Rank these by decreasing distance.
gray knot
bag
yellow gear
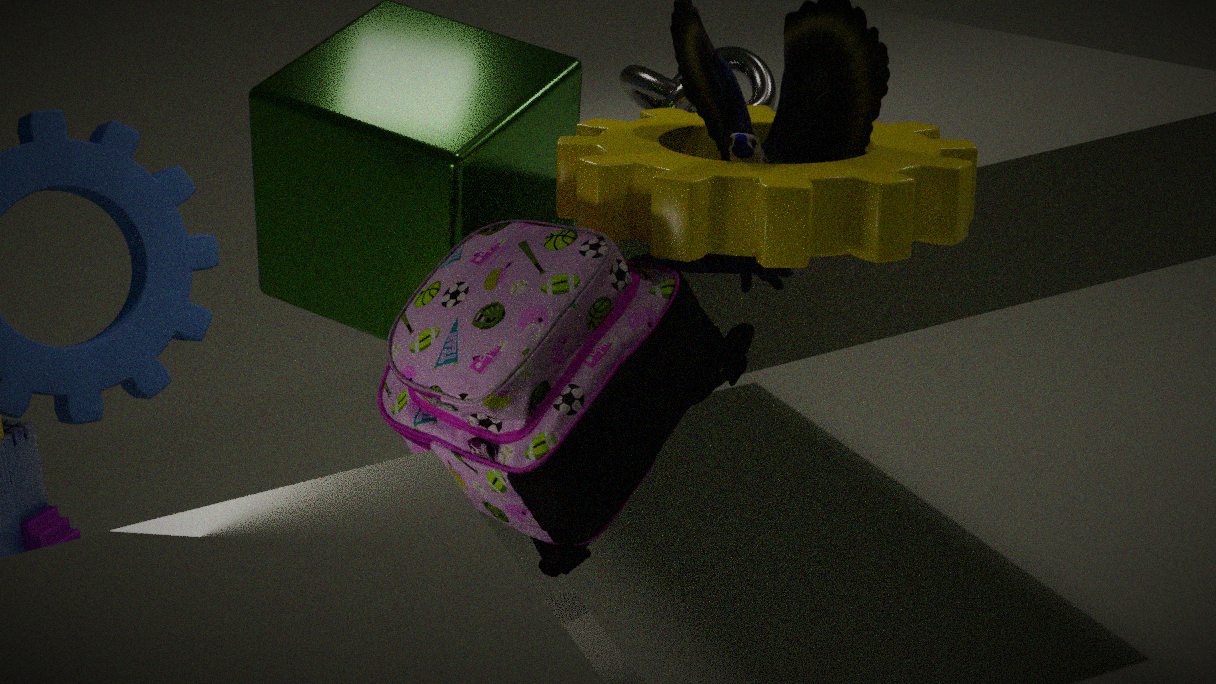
gray knot → yellow gear → bag
